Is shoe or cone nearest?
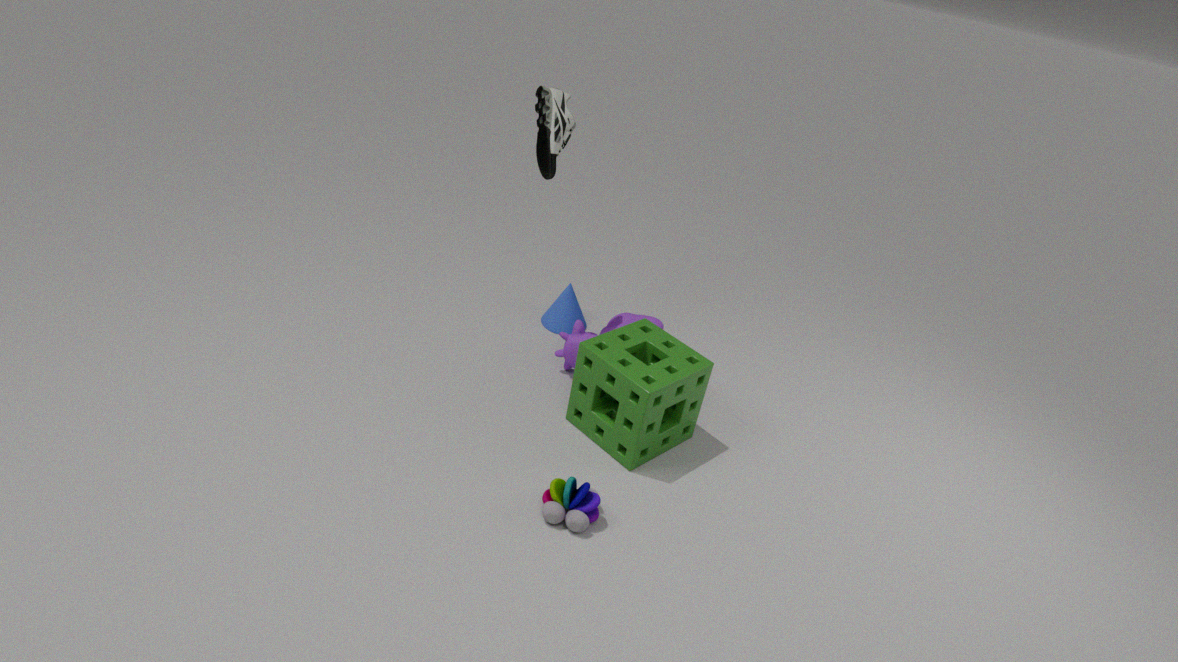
shoe
